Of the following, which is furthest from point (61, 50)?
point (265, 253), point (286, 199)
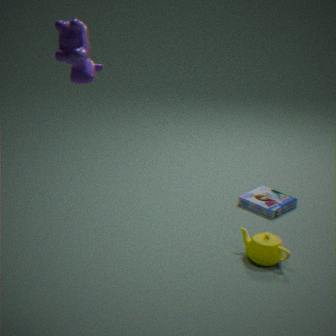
point (286, 199)
